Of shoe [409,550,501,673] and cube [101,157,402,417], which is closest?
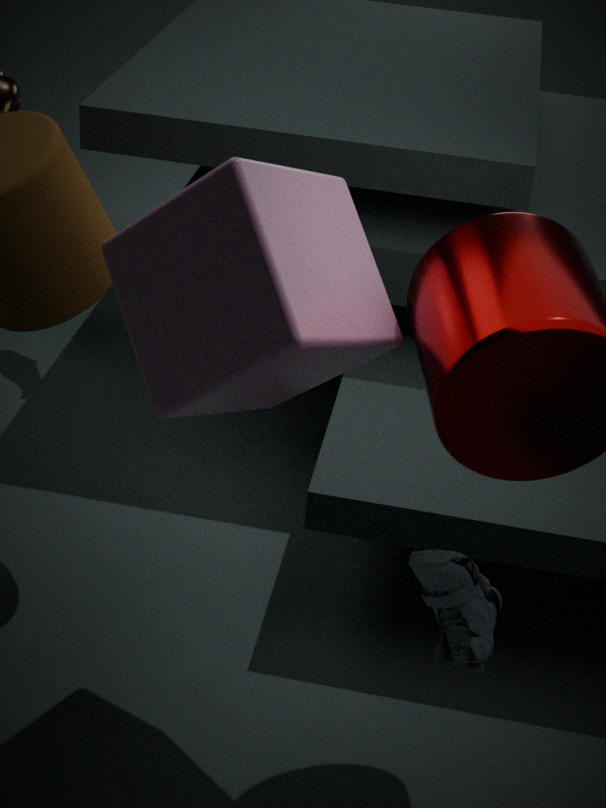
cube [101,157,402,417]
